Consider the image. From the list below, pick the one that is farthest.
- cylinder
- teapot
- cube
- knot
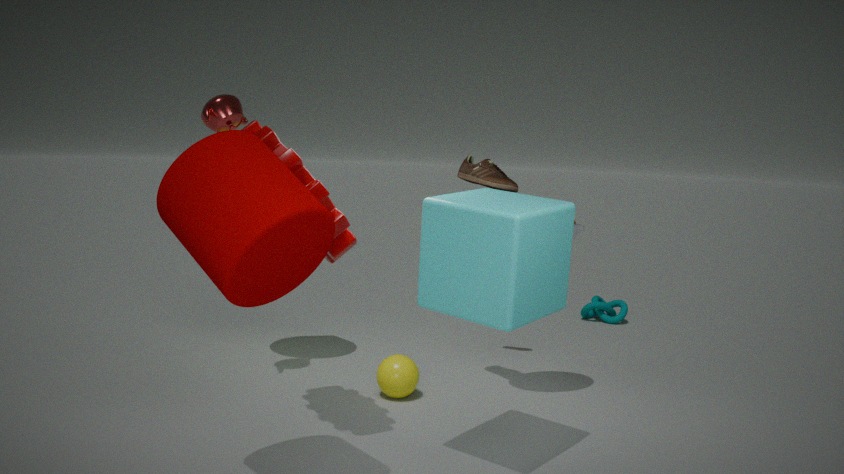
knot
